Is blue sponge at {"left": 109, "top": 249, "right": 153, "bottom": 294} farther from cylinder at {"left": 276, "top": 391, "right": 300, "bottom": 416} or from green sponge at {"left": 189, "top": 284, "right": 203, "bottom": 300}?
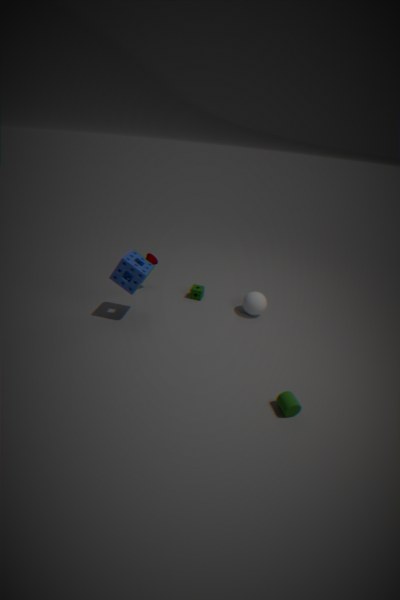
cylinder at {"left": 276, "top": 391, "right": 300, "bottom": 416}
